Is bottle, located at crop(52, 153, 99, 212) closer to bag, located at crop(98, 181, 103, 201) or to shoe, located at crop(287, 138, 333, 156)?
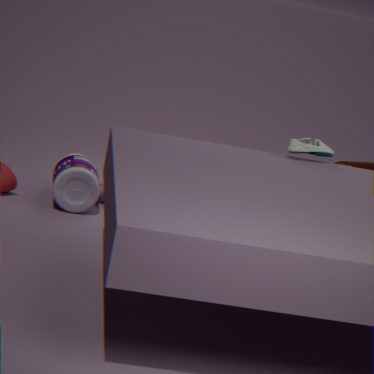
bag, located at crop(98, 181, 103, 201)
